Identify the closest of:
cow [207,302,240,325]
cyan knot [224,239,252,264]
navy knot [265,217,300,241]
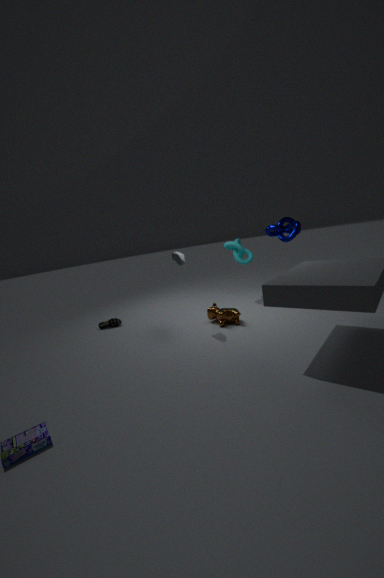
cow [207,302,240,325]
